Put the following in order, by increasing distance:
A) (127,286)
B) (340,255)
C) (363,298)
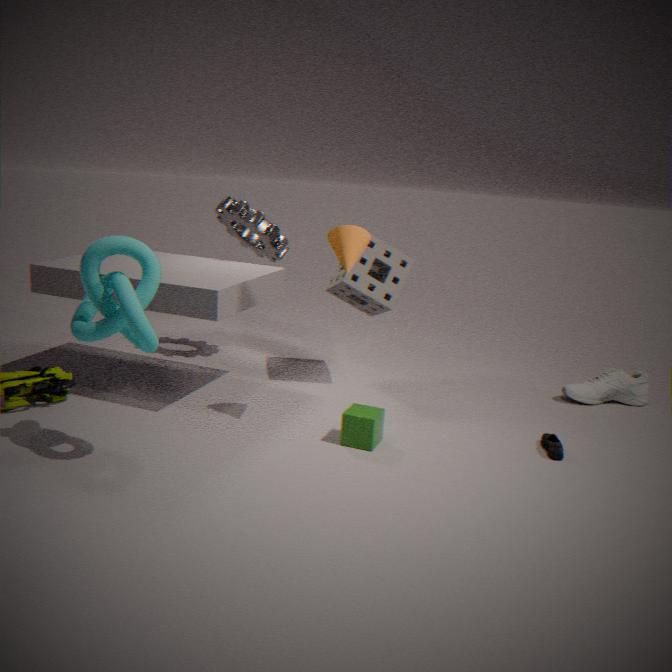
1. (127,286)
2. (340,255)
3. (363,298)
